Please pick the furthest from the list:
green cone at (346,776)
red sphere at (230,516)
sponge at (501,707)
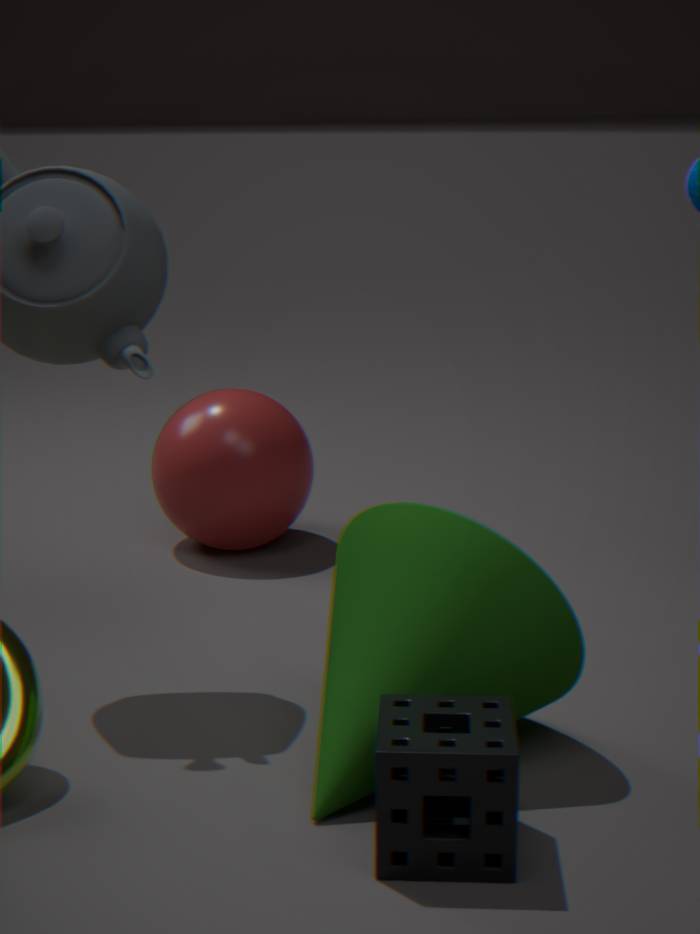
red sphere at (230,516)
